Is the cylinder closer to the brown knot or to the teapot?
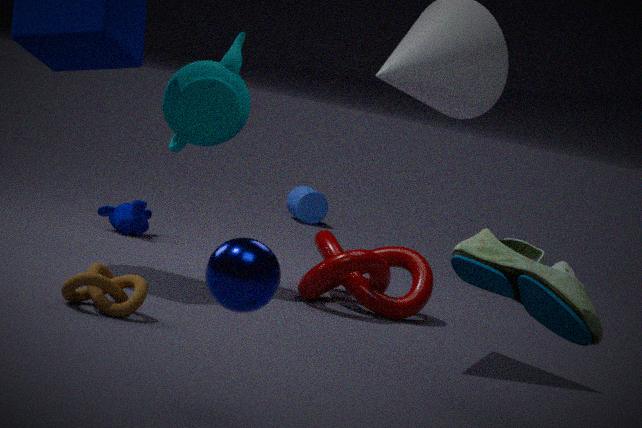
the teapot
